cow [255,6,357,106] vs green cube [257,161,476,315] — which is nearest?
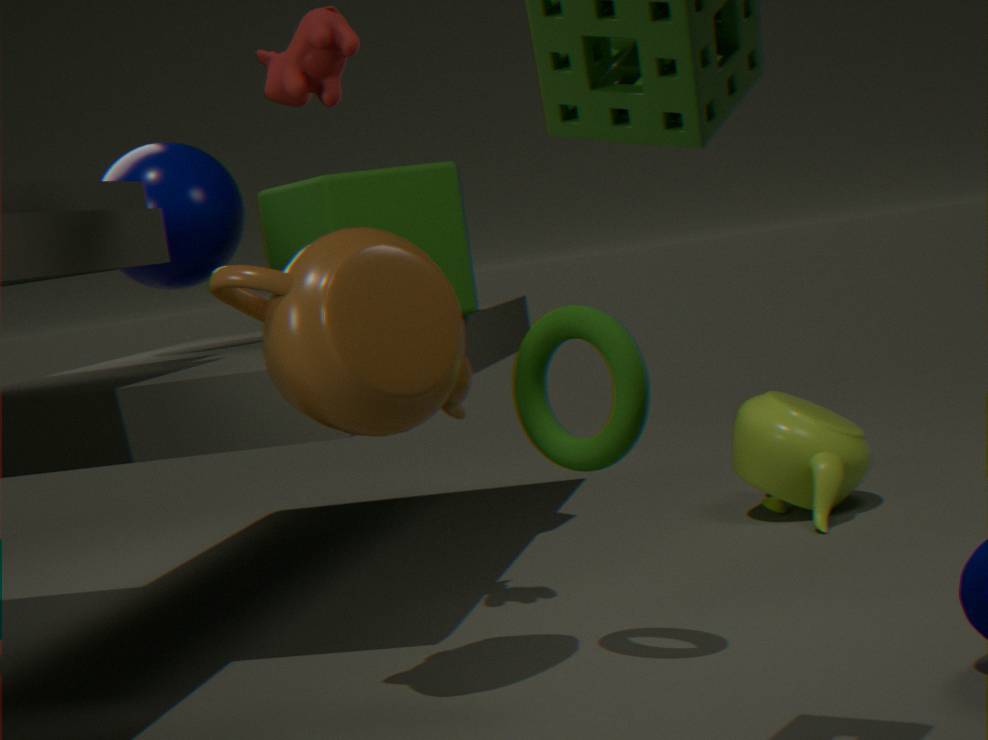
cow [255,6,357,106]
